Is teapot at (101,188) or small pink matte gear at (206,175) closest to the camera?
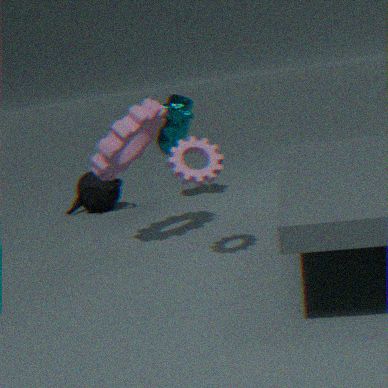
small pink matte gear at (206,175)
